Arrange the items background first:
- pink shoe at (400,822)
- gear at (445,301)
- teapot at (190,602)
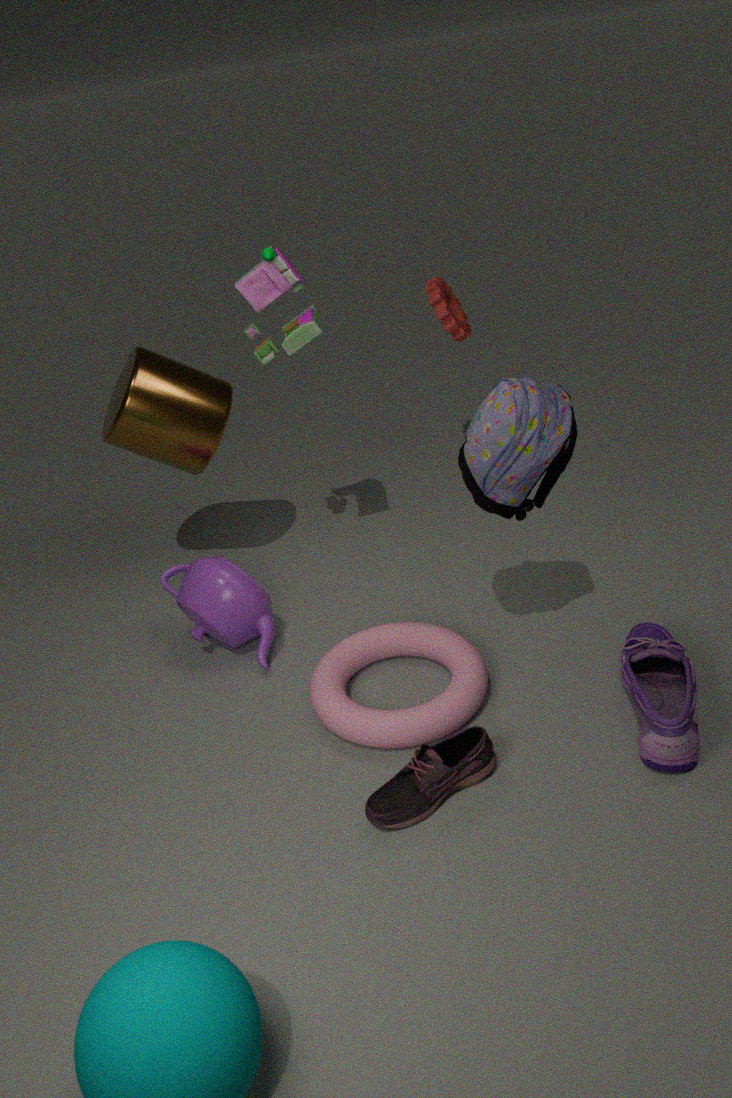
gear at (445,301), teapot at (190,602), pink shoe at (400,822)
